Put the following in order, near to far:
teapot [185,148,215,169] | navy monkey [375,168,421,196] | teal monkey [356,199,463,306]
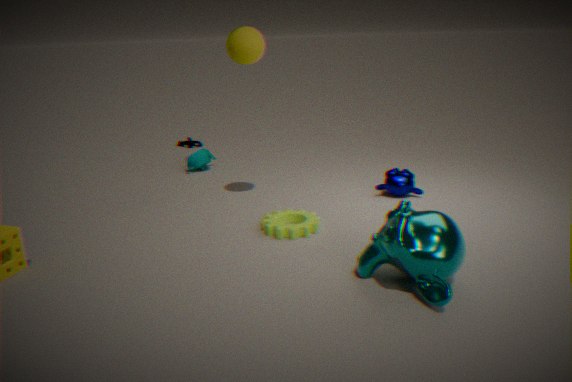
teal monkey [356,199,463,306], navy monkey [375,168,421,196], teapot [185,148,215,169]
